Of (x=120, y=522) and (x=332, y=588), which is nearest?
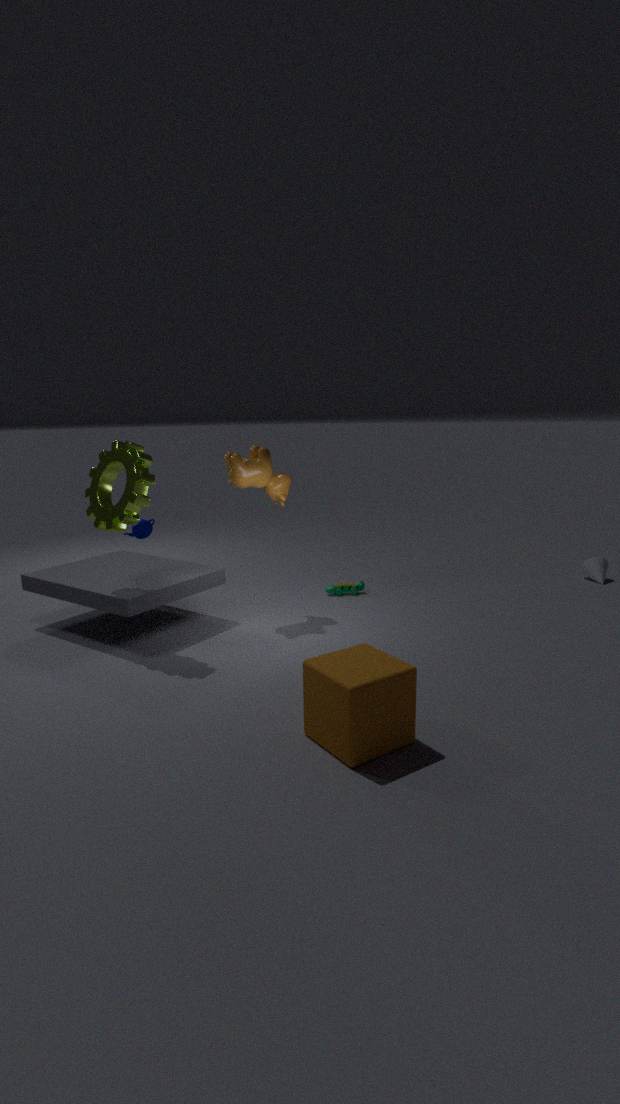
(x=120, y=522)
